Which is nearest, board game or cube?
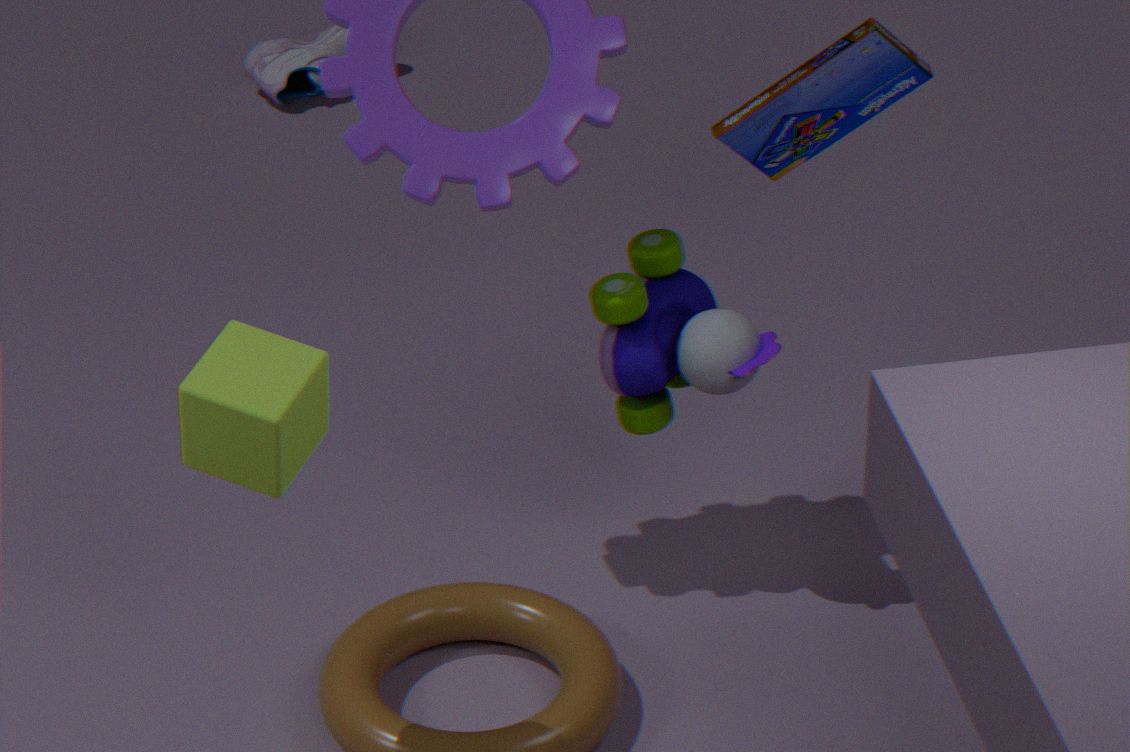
cube
